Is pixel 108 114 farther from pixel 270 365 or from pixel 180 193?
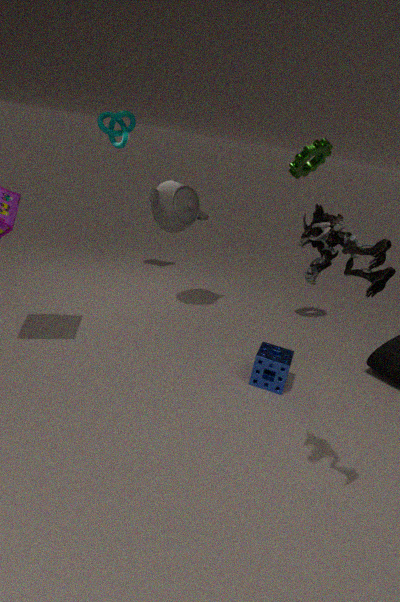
pixel 270 365
